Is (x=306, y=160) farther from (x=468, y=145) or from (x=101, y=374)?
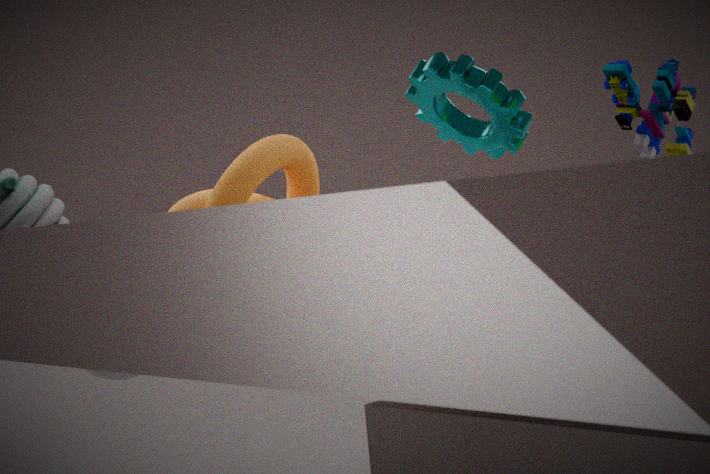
(x=468, y=145)
